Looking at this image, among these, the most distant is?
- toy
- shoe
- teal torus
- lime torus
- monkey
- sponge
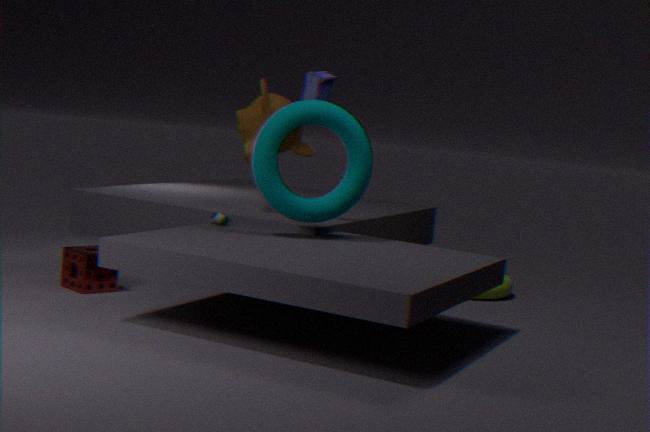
lime torus
